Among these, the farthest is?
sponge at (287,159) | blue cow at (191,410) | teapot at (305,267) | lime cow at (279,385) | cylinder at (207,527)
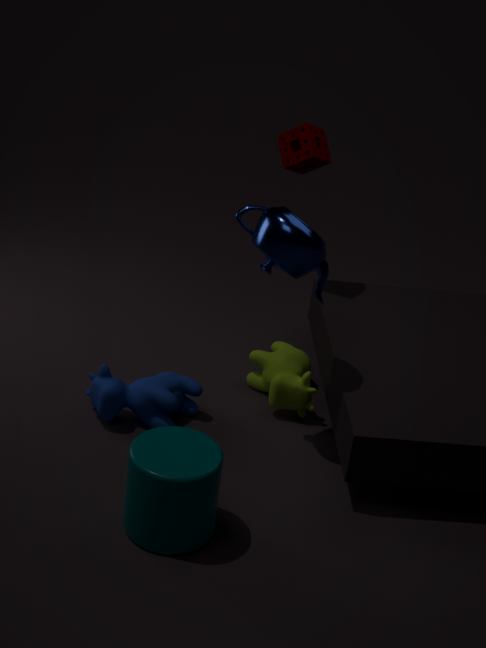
sponge at (287,159)
